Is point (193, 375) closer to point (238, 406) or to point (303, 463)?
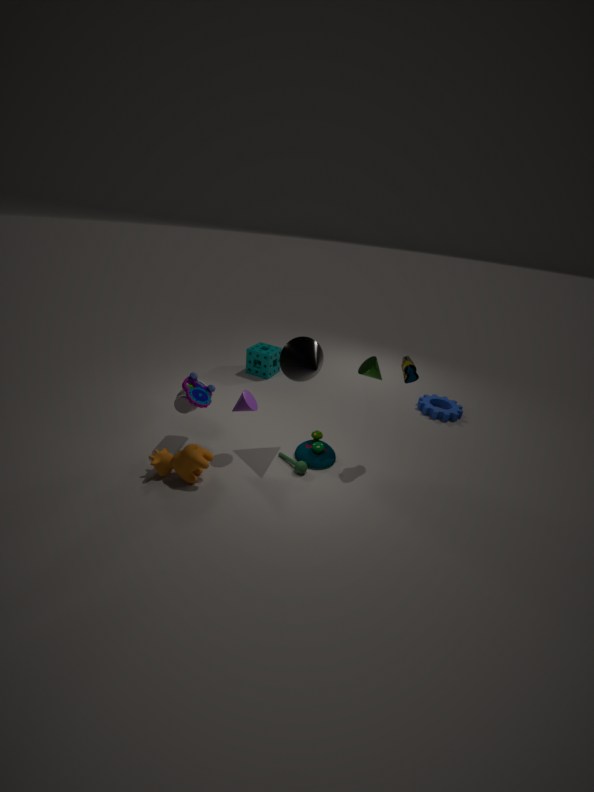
point (238, 406)
